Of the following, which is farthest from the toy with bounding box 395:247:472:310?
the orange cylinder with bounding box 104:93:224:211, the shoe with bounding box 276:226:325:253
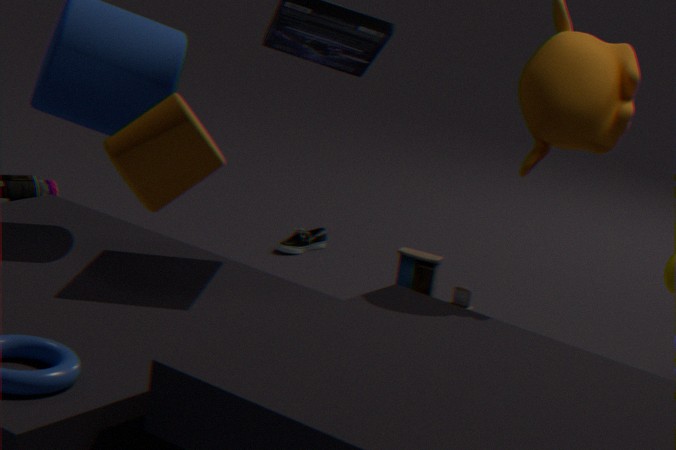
the orange cylinder with bounding box 104:93:224:211
